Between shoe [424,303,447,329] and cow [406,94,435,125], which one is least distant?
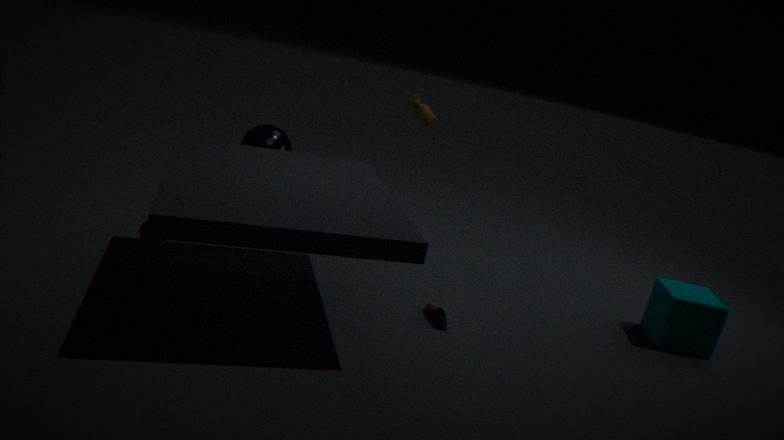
shoe [424,303,447,329]
